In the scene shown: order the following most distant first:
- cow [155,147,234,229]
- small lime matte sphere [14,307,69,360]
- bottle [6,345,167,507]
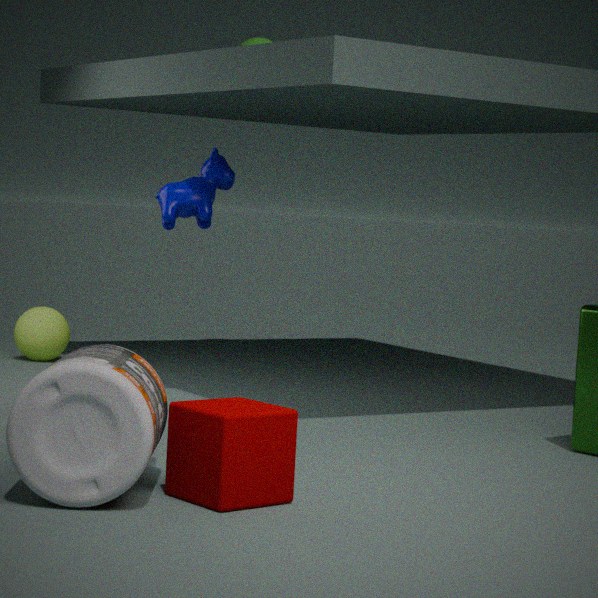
1. small lime matte sphere [14,307,69,360]
2. cow [155,147,234,229]
3. bottle [6,345,167,507]
